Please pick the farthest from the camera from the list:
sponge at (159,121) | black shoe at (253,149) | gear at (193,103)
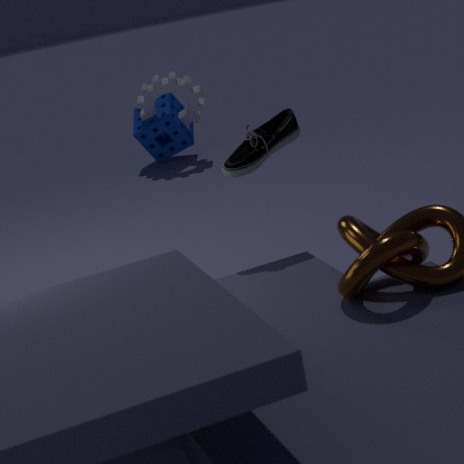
sponge at (159,121)
